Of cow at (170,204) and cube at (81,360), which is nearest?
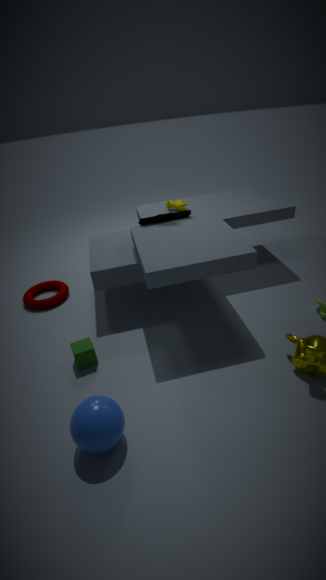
cube at (81,360)
